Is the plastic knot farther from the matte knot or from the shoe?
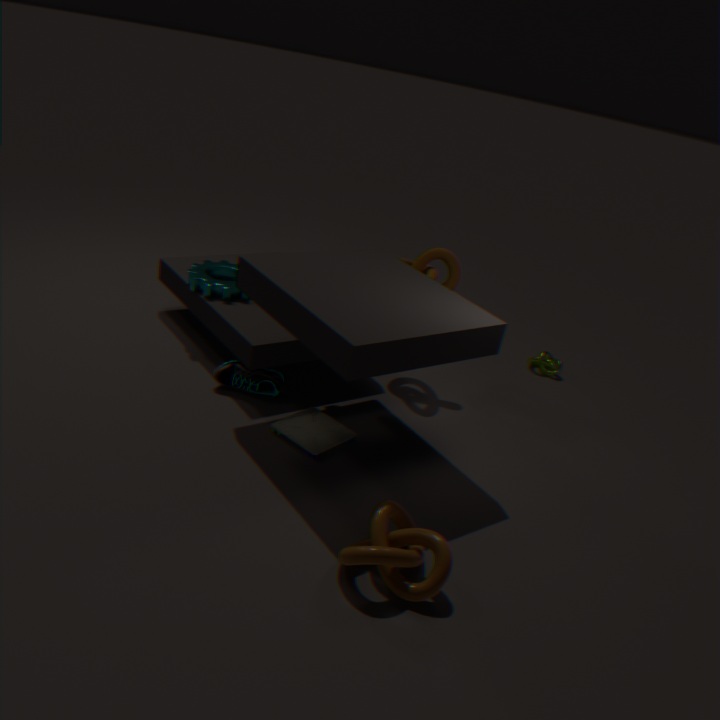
the matte knot
